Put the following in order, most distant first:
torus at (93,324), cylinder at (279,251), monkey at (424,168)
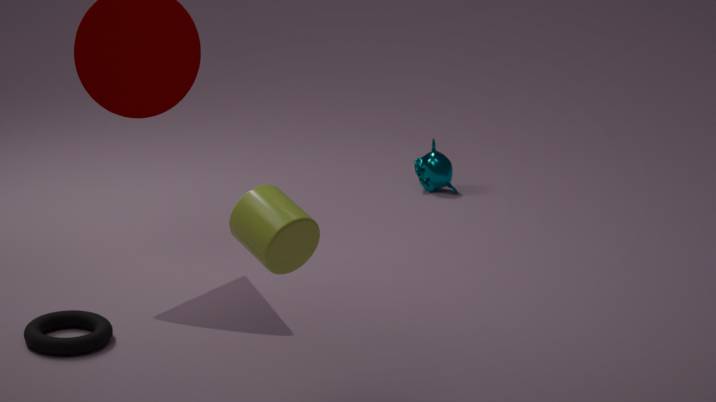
monkey at (424,168)
torus at (93,324)
cylinder at (279,251)
